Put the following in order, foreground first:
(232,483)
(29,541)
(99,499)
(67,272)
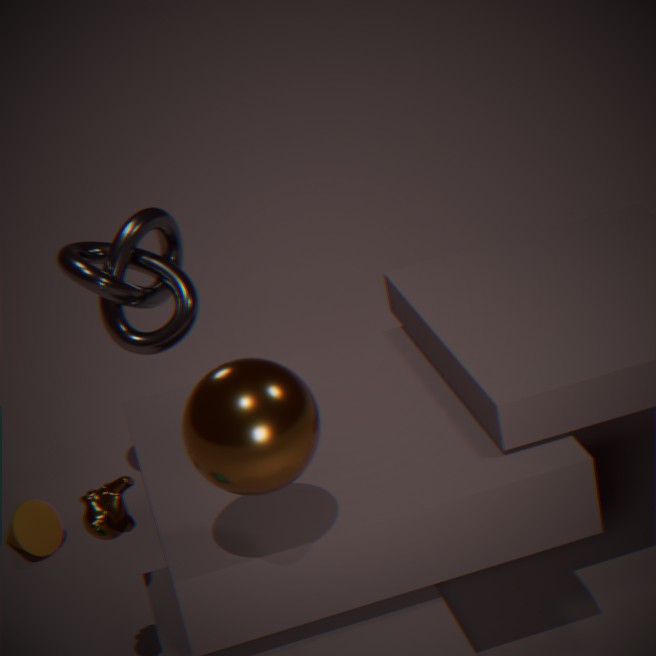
(232,483)
(99,499)
(67,272)
(29,541)
